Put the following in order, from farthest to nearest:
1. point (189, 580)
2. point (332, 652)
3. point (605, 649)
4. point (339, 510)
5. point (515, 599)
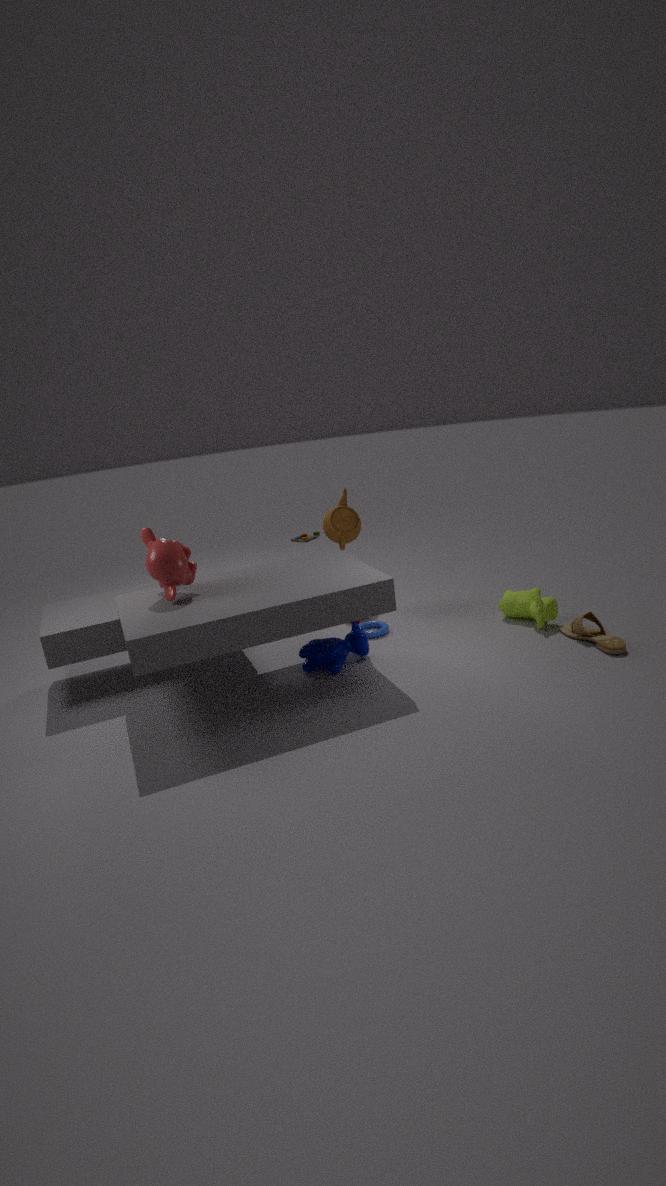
point (339, 510)
point (515, 599)
point (332, 652)
point (605, 649)
point (189, 580)
